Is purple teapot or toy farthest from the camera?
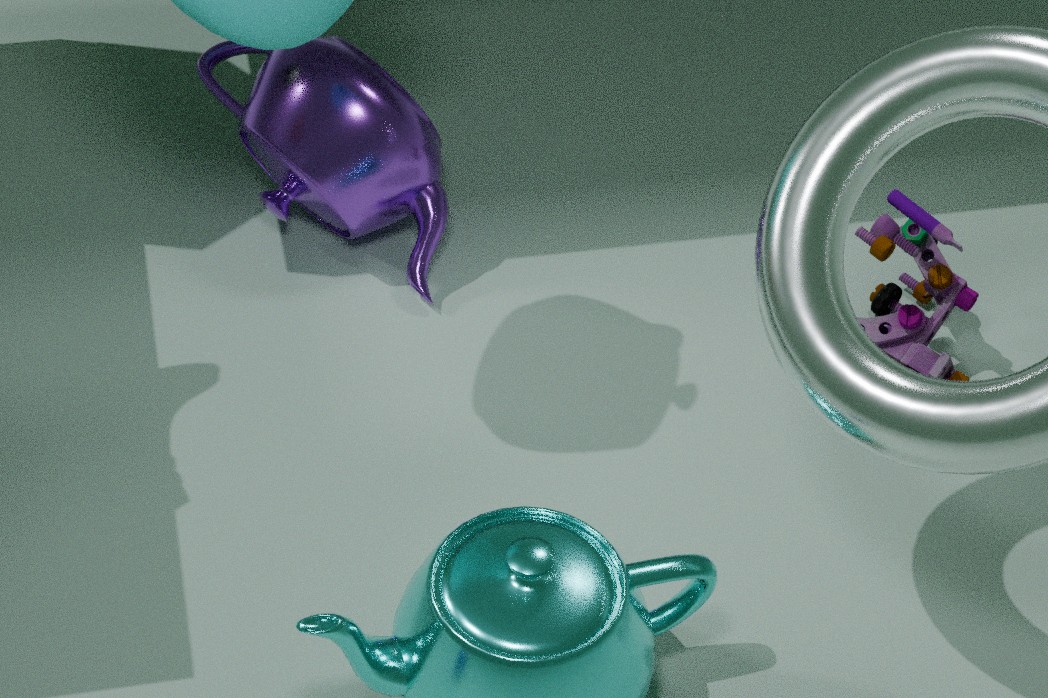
purple teapot
